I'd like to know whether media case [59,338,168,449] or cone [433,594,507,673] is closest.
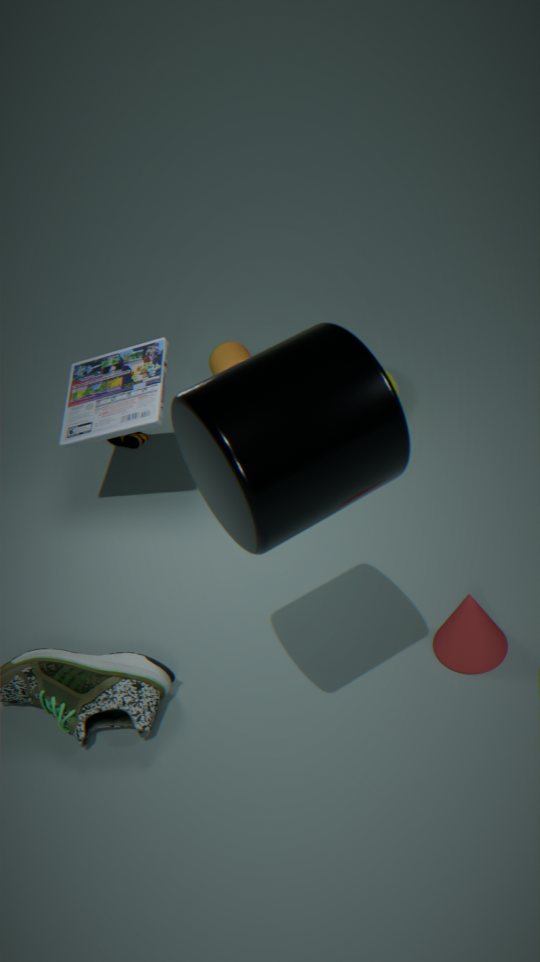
cone [433,594,507,673]
